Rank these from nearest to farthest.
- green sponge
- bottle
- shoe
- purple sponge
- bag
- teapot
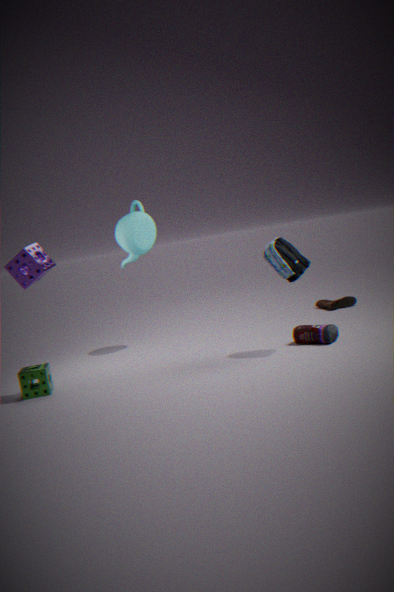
purple sponge
bag
green sponge
bottle
teapot
shoe
